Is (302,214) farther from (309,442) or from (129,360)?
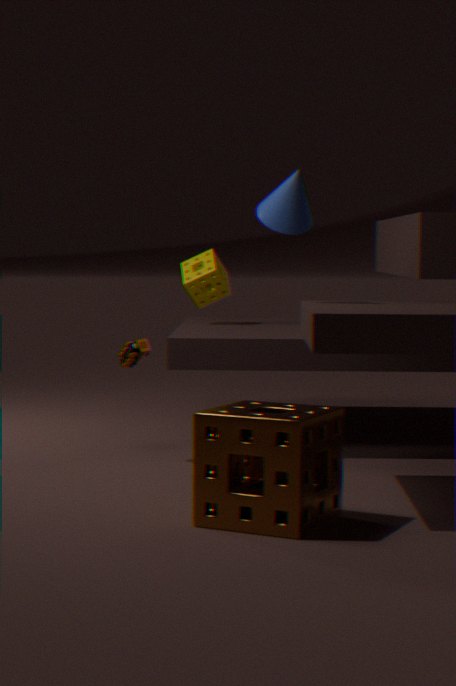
(309,442)
